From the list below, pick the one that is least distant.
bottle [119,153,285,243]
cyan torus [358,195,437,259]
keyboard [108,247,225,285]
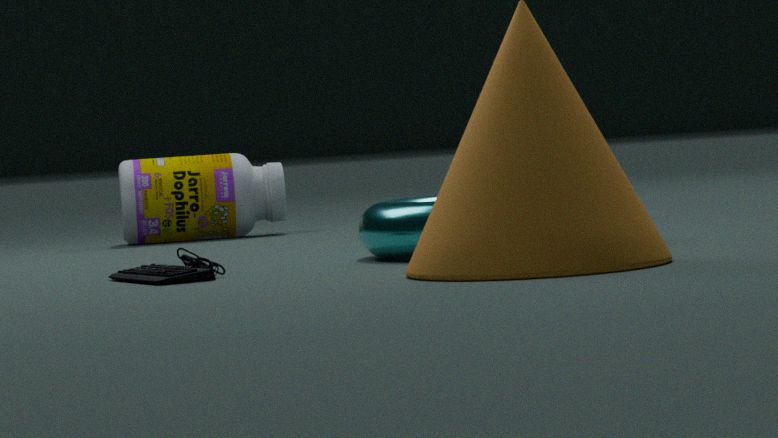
keyboard [108,247,225,285]
